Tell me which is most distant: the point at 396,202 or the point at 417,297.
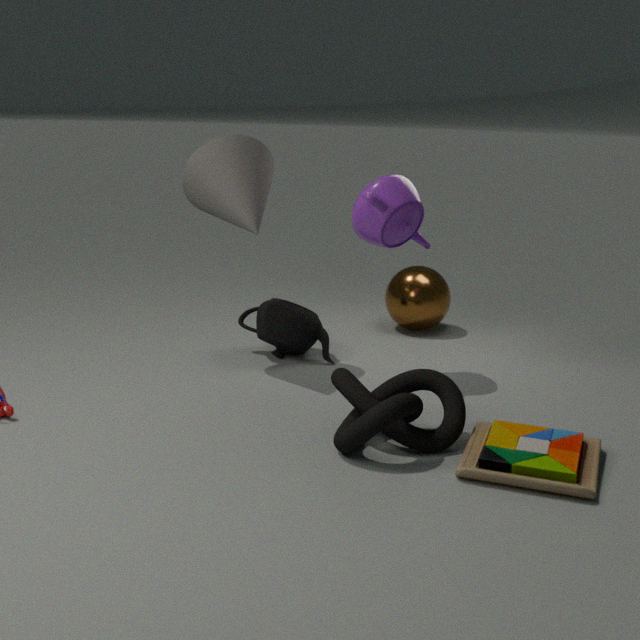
the point at 417,297
